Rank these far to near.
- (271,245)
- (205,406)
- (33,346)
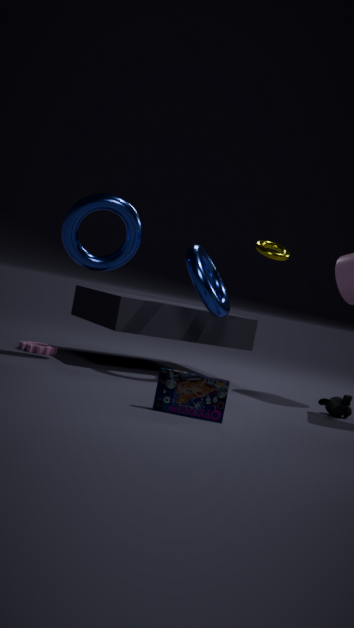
(271,245)
(33,346)
(205,406)
